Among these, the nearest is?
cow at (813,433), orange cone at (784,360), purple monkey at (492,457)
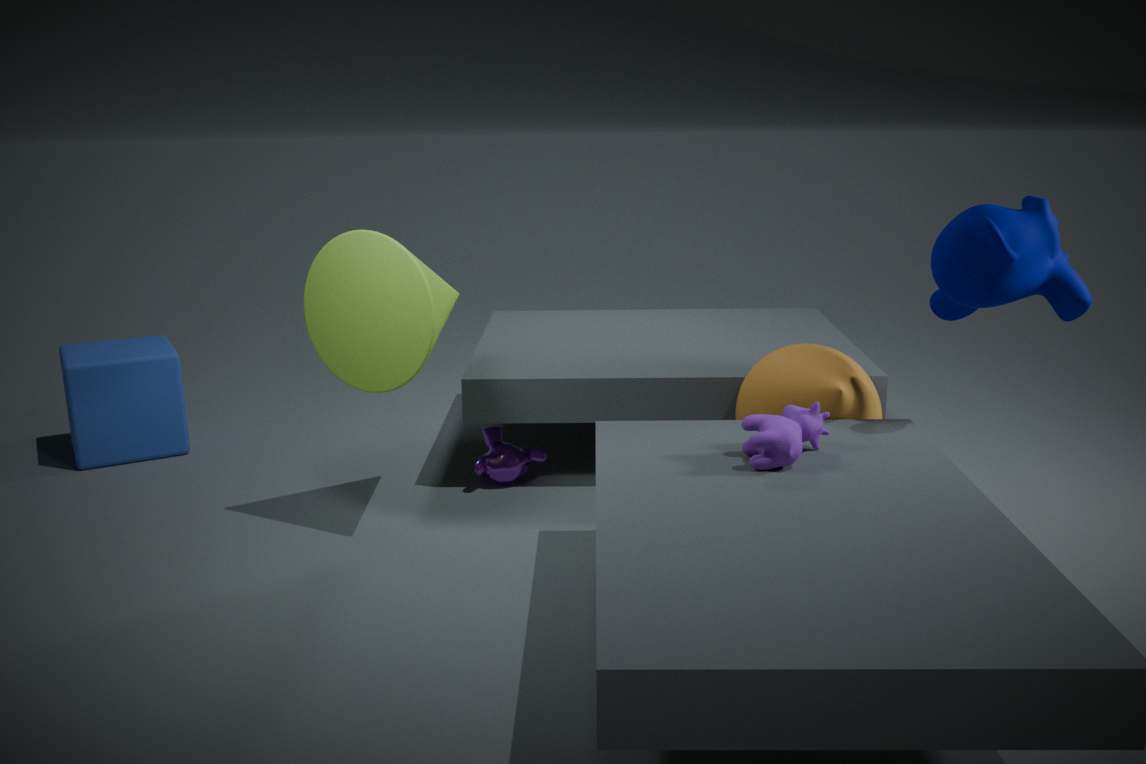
cow at (813,433)
